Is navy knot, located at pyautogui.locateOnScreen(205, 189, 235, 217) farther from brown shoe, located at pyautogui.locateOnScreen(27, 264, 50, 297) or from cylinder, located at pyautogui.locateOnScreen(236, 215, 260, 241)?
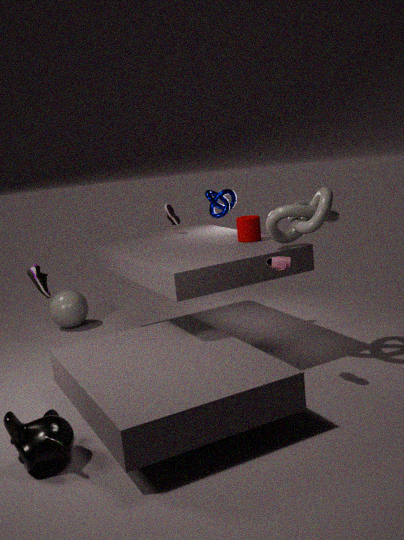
brown shoe, located at pyautogui.locateOnScreen(27, 264, 50, 297)
